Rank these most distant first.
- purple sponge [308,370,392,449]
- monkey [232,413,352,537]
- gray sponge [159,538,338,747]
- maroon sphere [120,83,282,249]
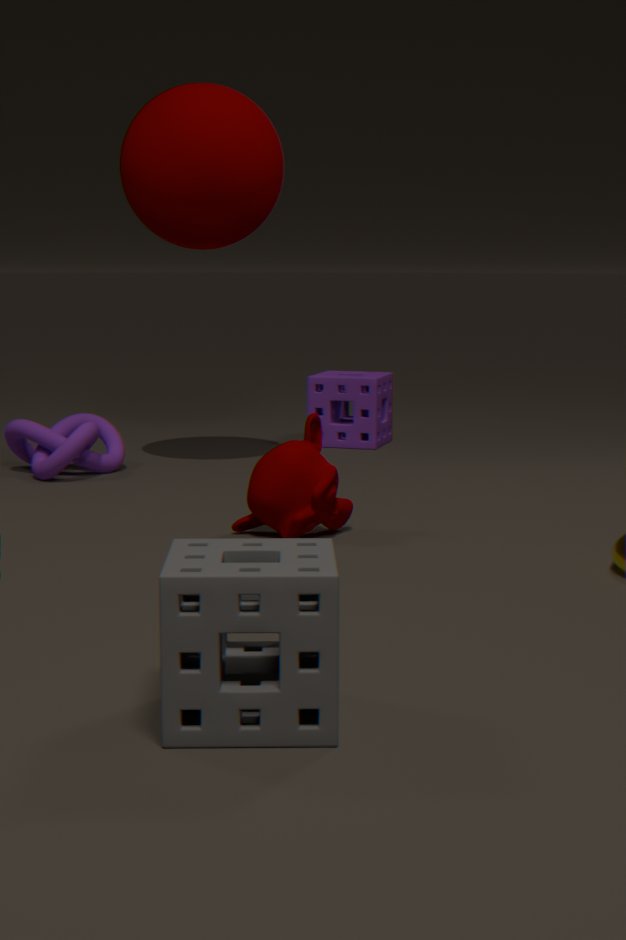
purple sponge [308,370,392,449]
maroon sphere [120,83,282,249]
monkey [232,413,352,537]
gray sponge [159,538,338,747]
